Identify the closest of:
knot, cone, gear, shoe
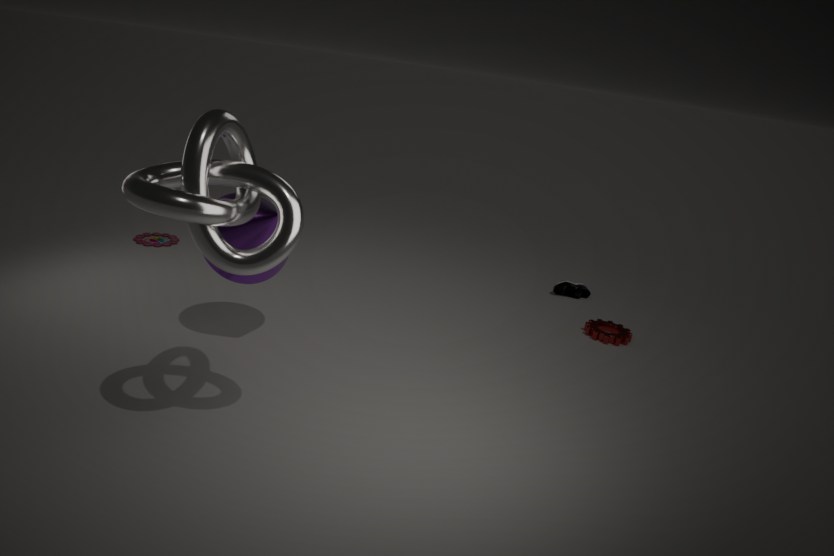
knot
